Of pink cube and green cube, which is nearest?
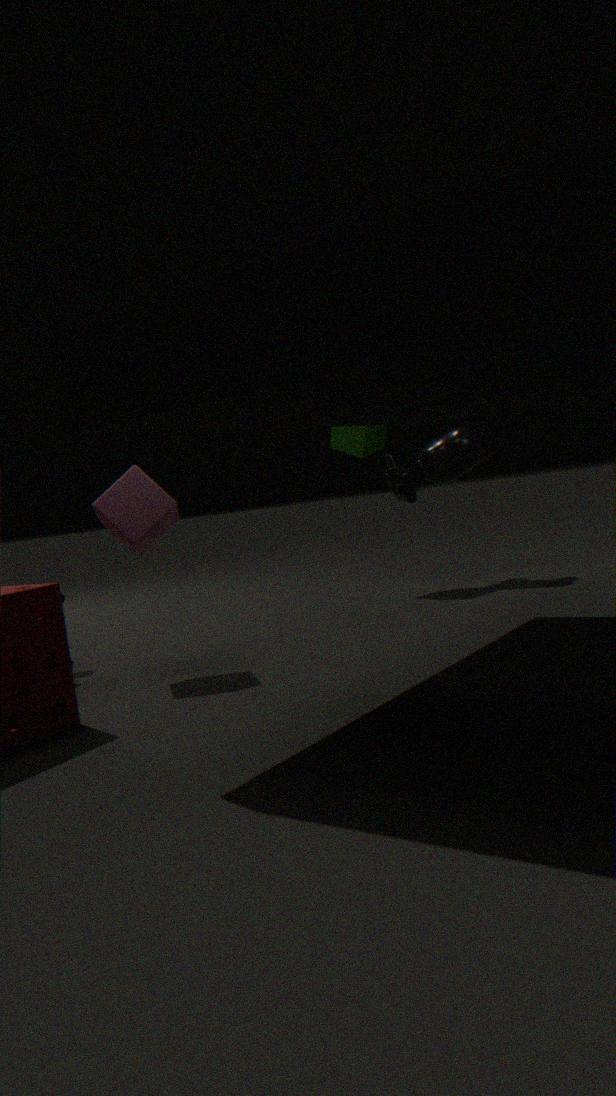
pink cube
